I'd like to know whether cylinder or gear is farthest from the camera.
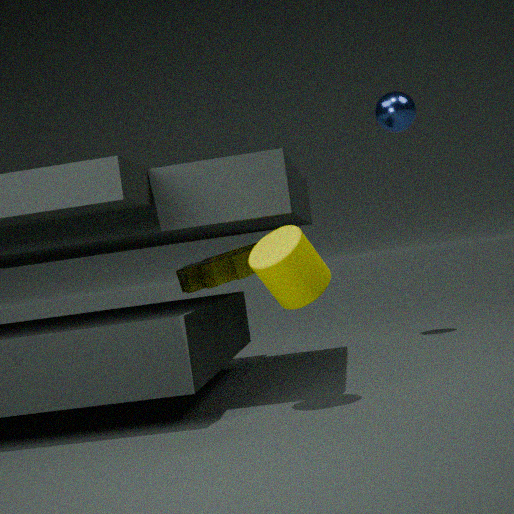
gear
